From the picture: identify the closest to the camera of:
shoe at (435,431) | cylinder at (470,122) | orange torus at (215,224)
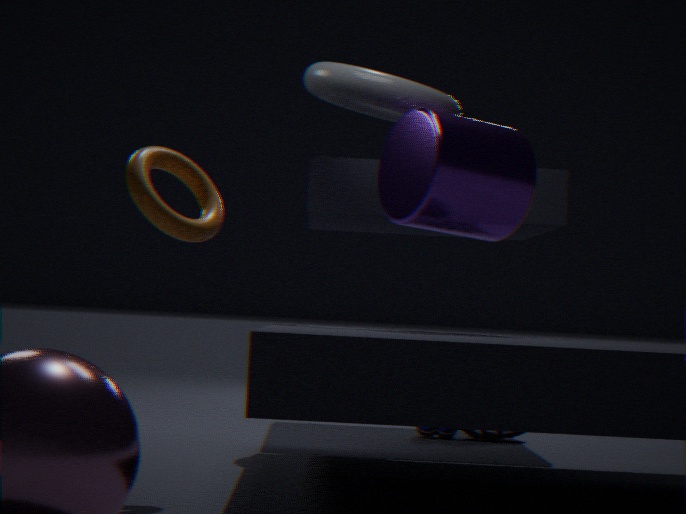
orange torus at (215,224)
